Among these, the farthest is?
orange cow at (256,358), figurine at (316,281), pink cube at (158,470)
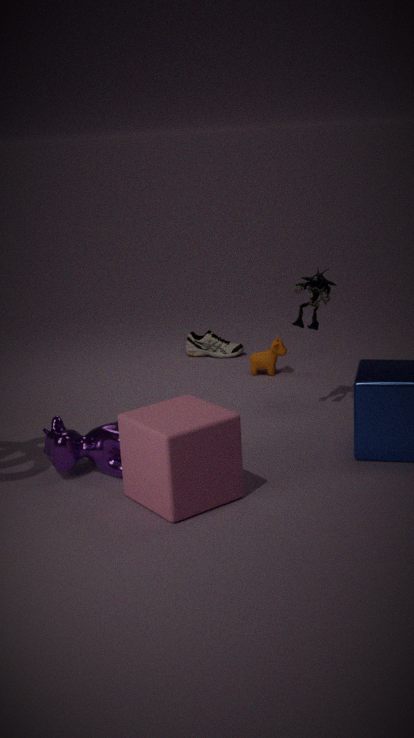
orange cow at (256,358)
